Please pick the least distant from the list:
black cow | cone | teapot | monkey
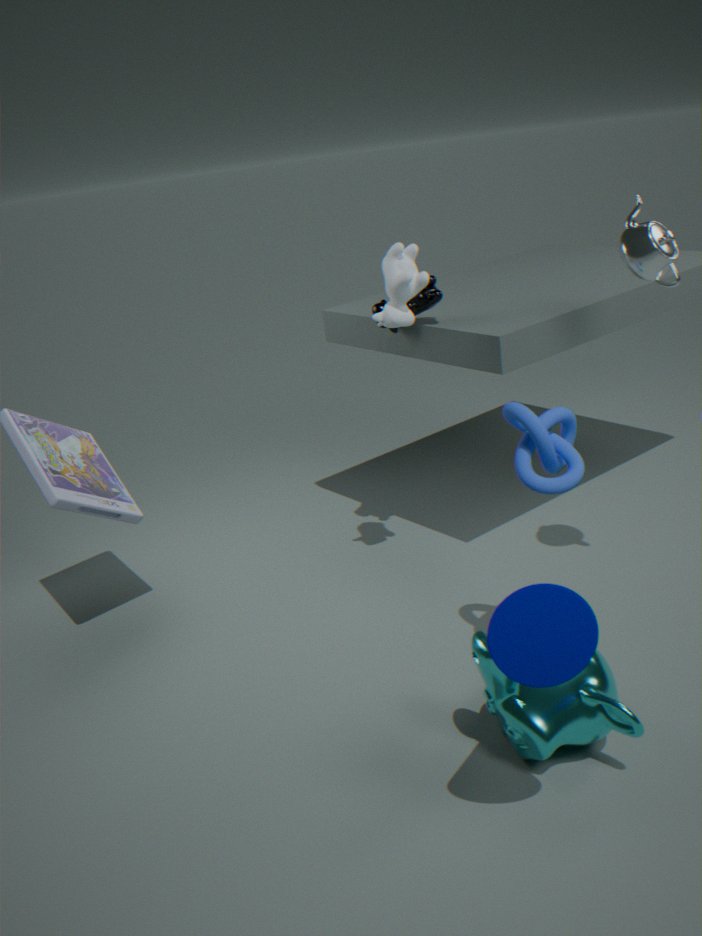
cone
